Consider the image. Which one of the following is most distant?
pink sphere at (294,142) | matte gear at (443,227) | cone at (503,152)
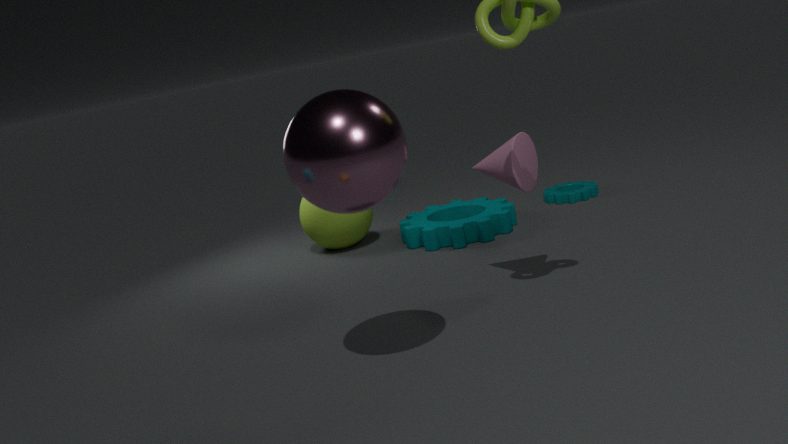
matte gear at (443,227)
